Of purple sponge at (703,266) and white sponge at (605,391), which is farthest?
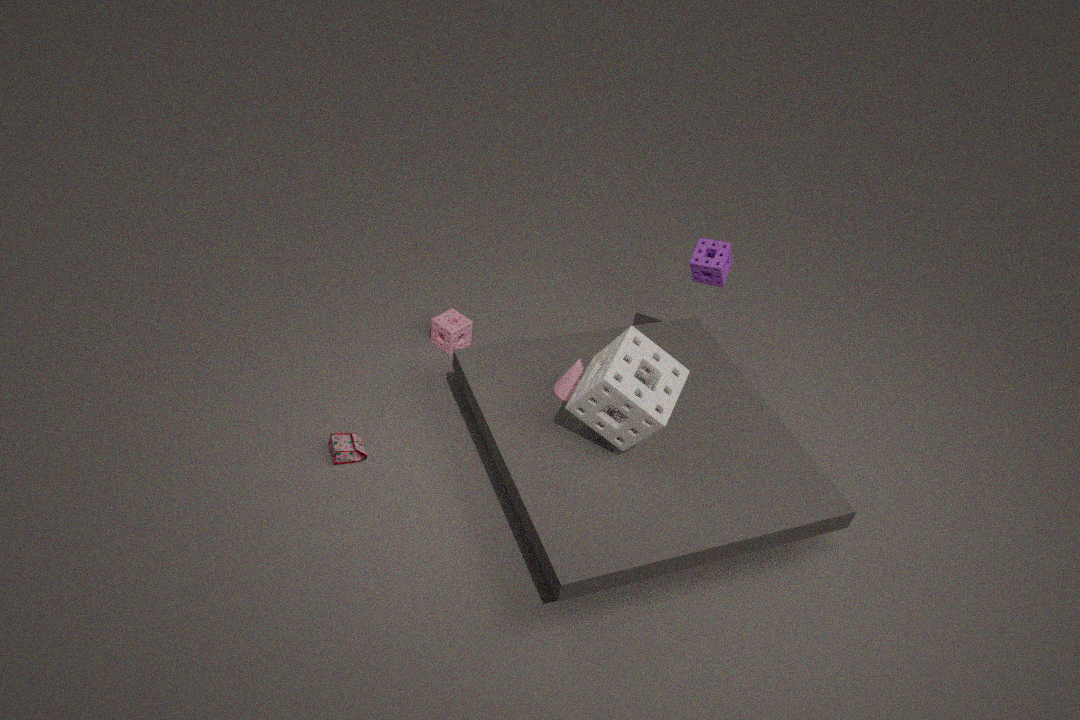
purple sponge at (703,266)
